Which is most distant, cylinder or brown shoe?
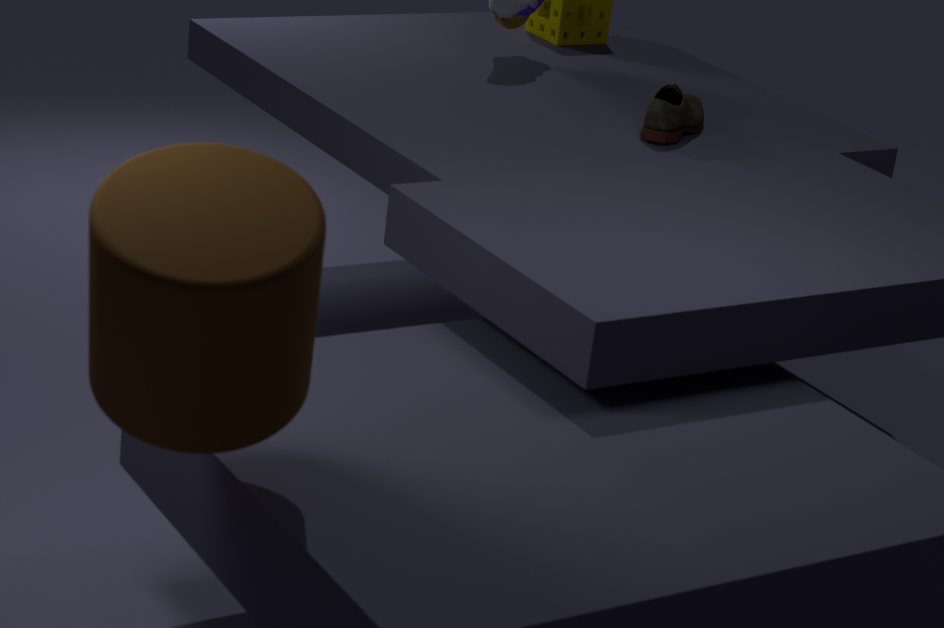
brown shoe
